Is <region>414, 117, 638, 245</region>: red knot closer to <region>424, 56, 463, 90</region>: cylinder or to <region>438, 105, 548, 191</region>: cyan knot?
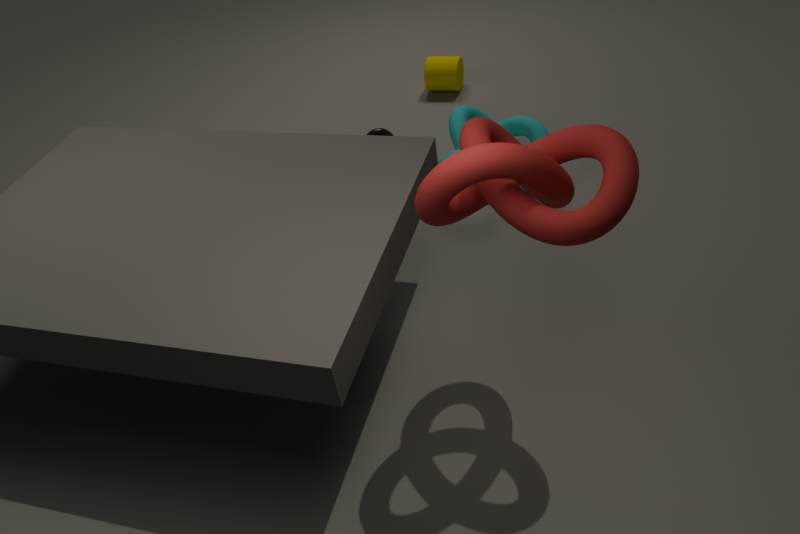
<region>438, 105, 548, 191</region>: cyan knot
